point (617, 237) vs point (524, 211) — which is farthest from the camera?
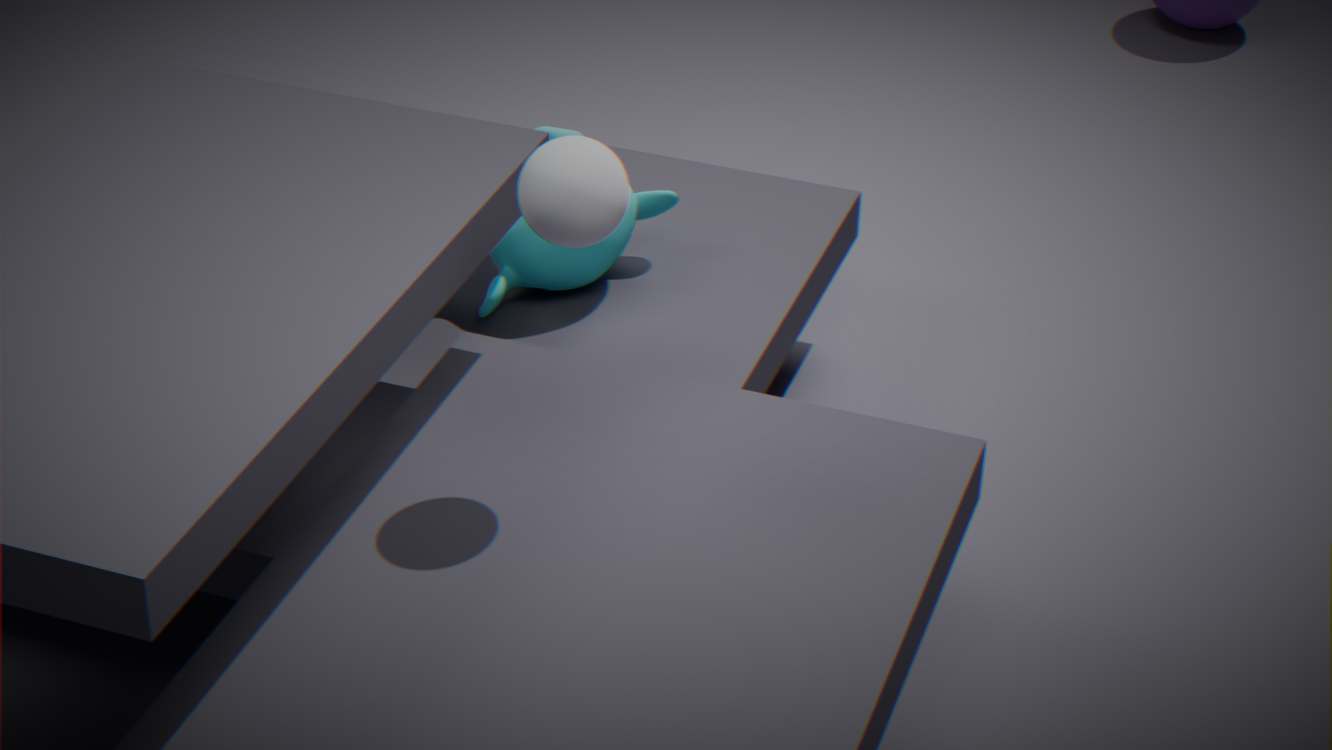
point (617, 237)
